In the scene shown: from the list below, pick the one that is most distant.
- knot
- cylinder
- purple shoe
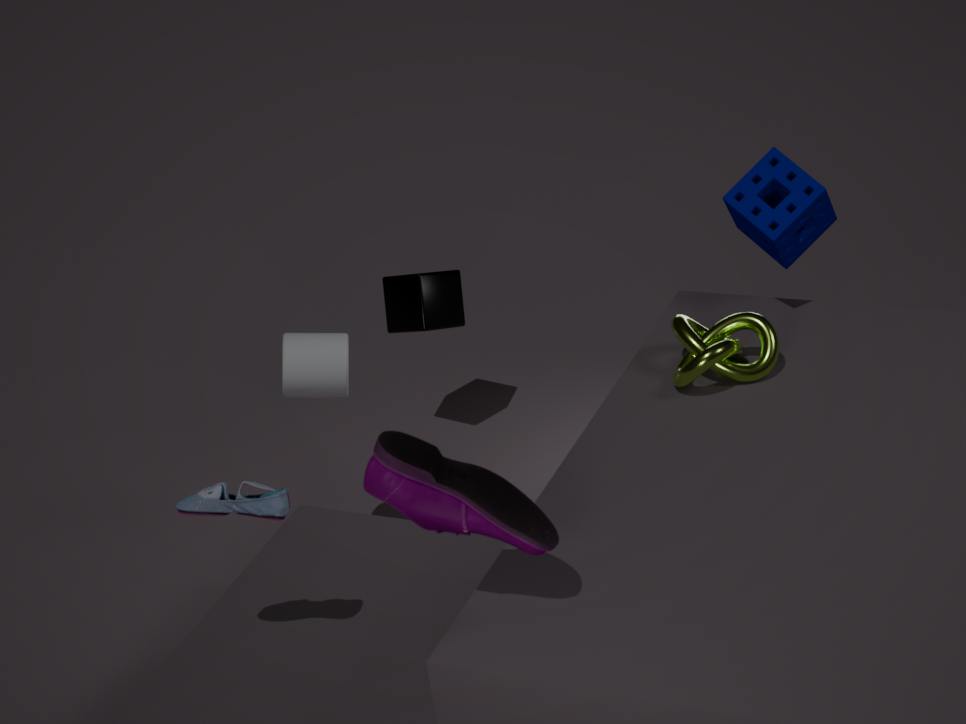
cylinder
